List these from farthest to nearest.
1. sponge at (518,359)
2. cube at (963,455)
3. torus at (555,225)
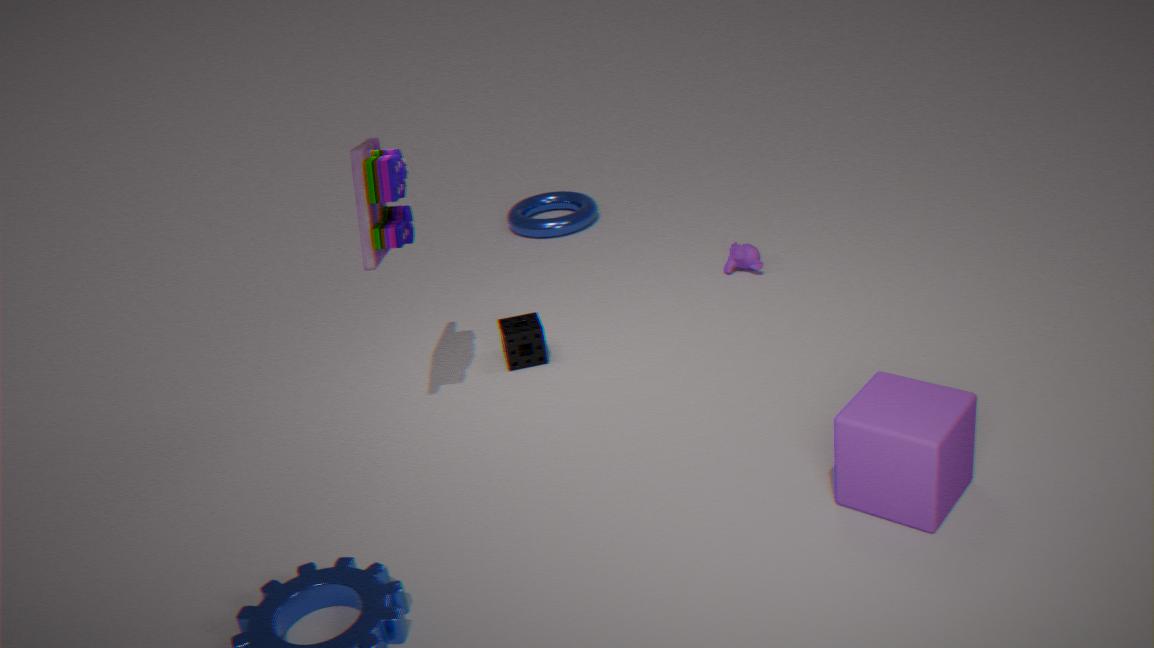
torus at (555,225) → sponge at (518,359) → cube at (963,455)
